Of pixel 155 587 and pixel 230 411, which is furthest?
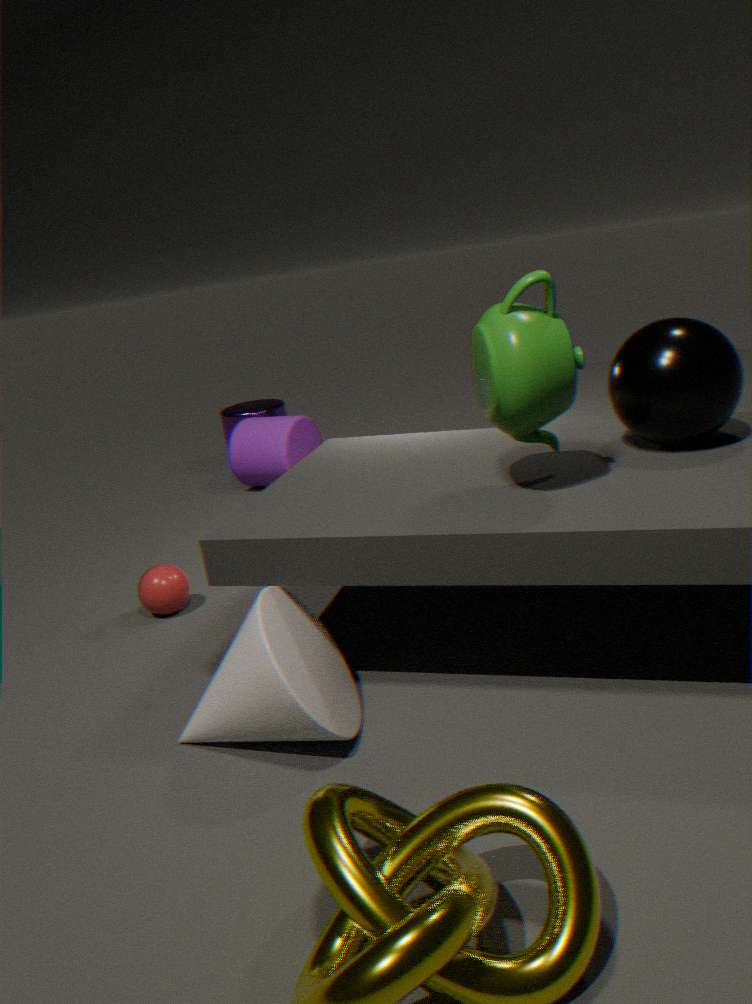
pixel 230 411
